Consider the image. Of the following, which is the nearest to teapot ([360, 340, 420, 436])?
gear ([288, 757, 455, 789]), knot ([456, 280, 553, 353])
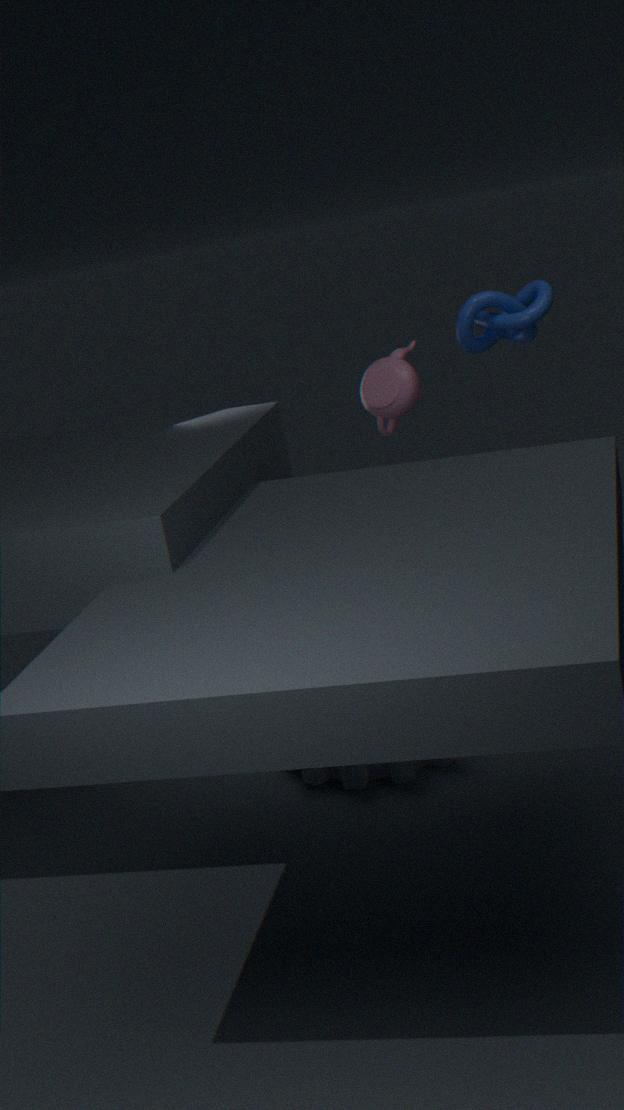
knot ([456, 280, 553, 353])
